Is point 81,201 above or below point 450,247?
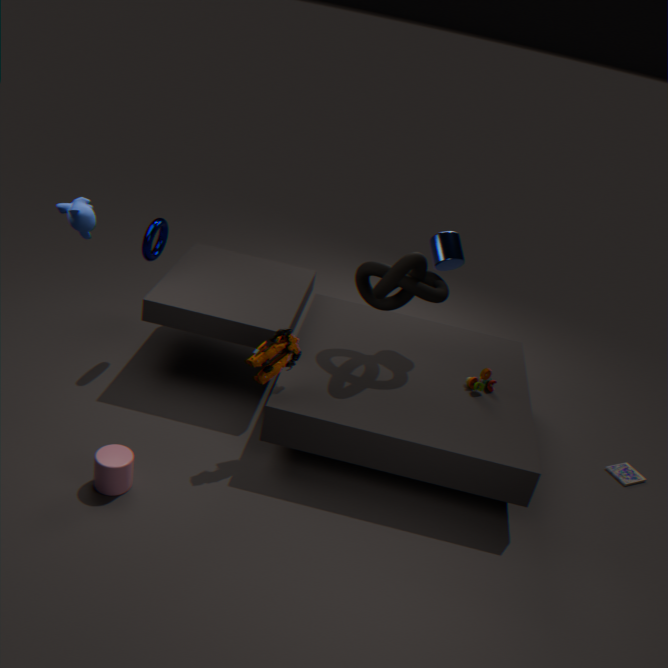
above
